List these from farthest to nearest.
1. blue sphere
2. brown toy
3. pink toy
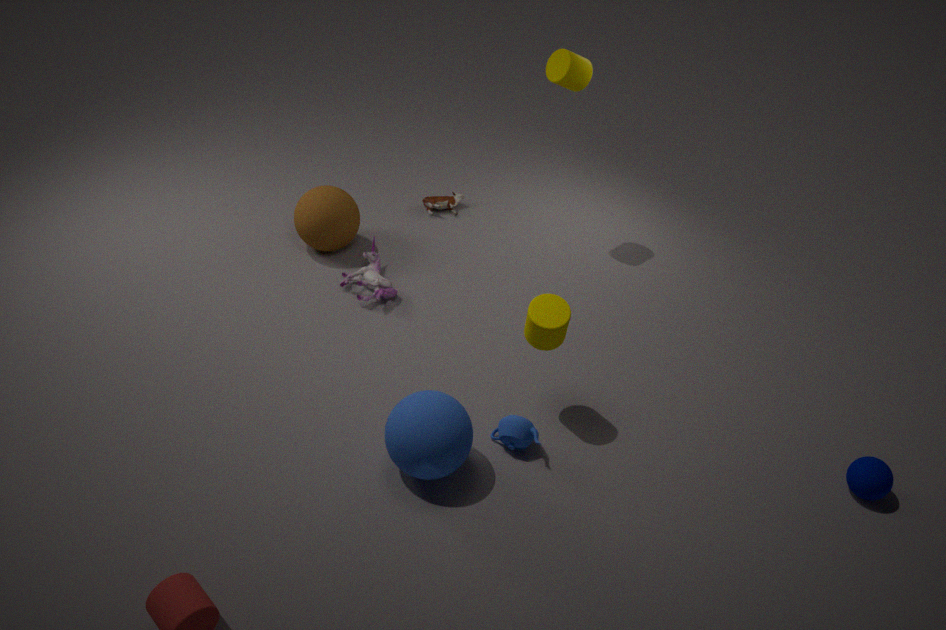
brown toy
pink toy
blue sphere
